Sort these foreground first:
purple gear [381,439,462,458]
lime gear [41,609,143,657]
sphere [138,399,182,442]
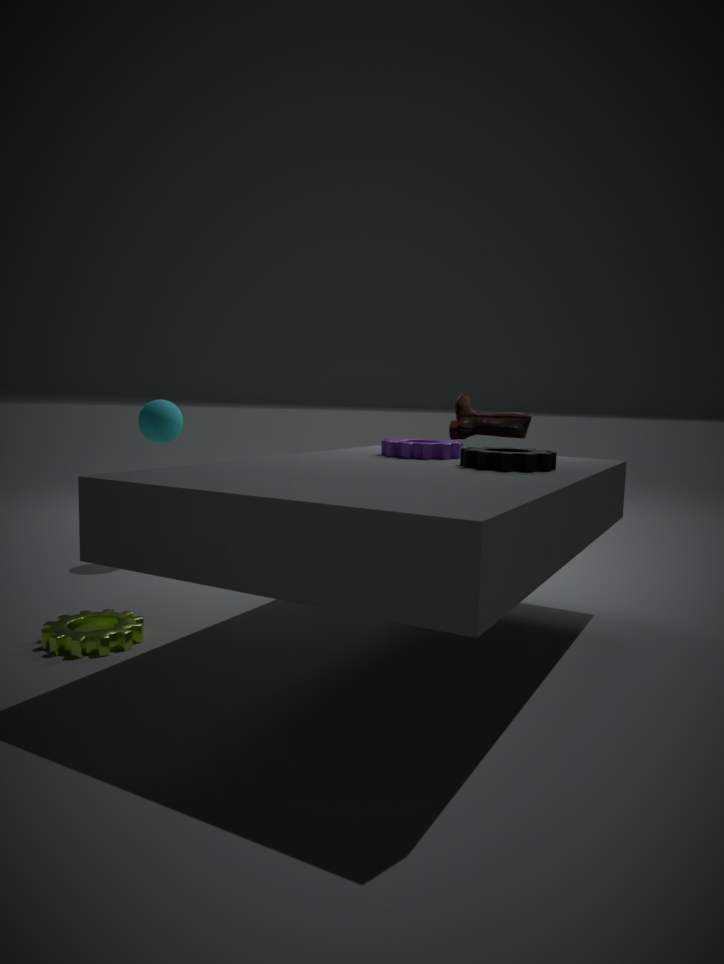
lime gear [41,609,143,657] → purple gear [381,439,462,458] → sphere [138,399,182,442]
